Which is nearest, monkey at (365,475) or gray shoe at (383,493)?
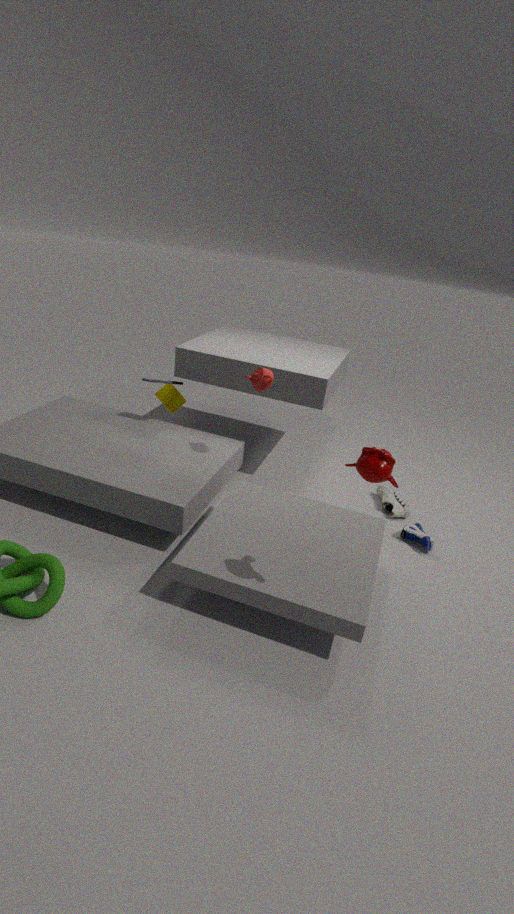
monkey at (365,475)
